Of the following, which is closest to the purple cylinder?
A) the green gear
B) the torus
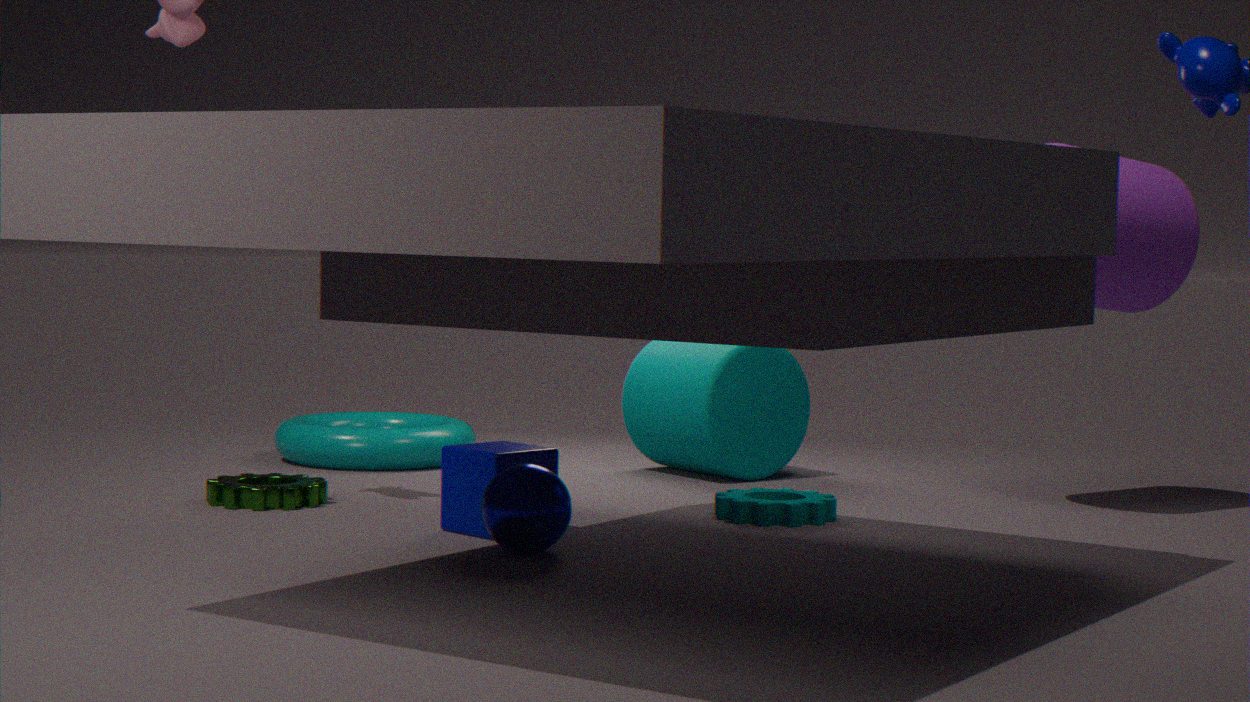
the torus
